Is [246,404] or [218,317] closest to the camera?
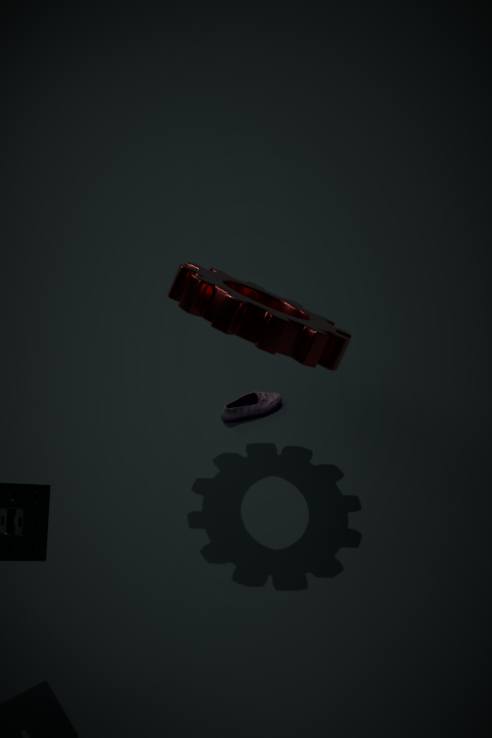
[218,317]
